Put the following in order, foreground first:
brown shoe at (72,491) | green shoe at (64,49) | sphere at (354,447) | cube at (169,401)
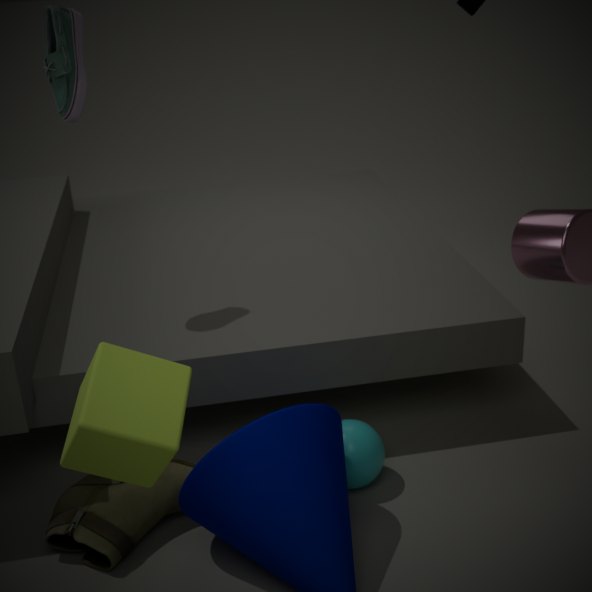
cube at (169,401) < brown shoe at (72,491) < sphere at (354,447) < green shoe at (64,49)
